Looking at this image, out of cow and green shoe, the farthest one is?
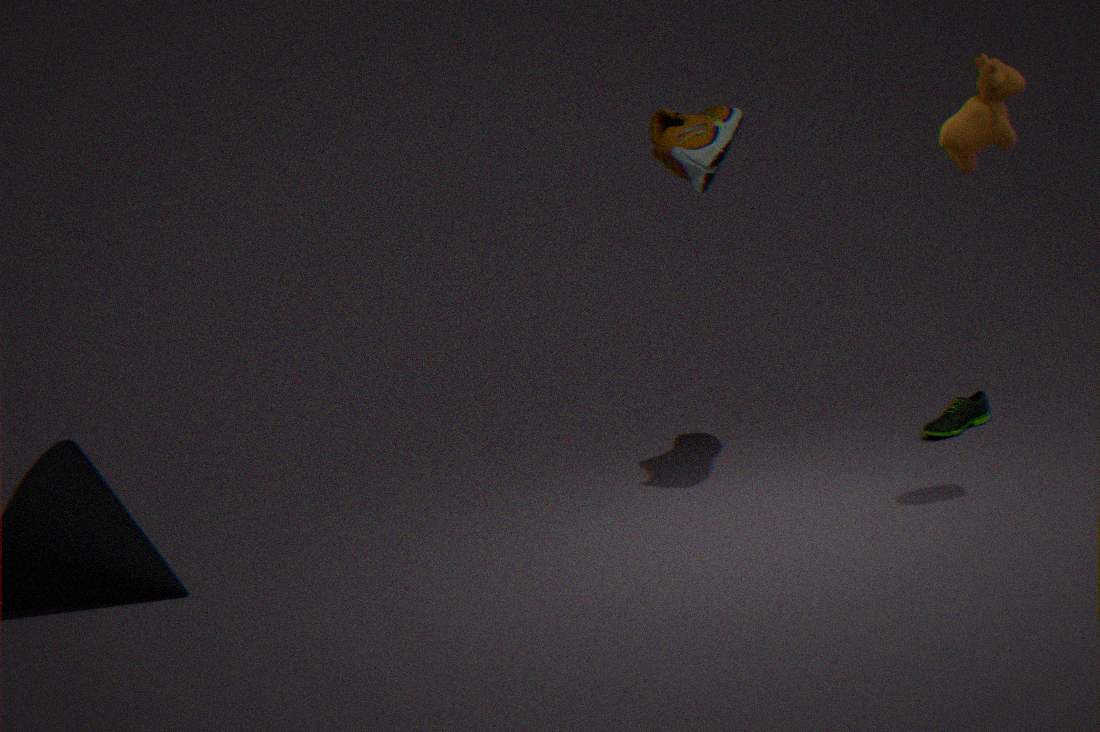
green shoe
